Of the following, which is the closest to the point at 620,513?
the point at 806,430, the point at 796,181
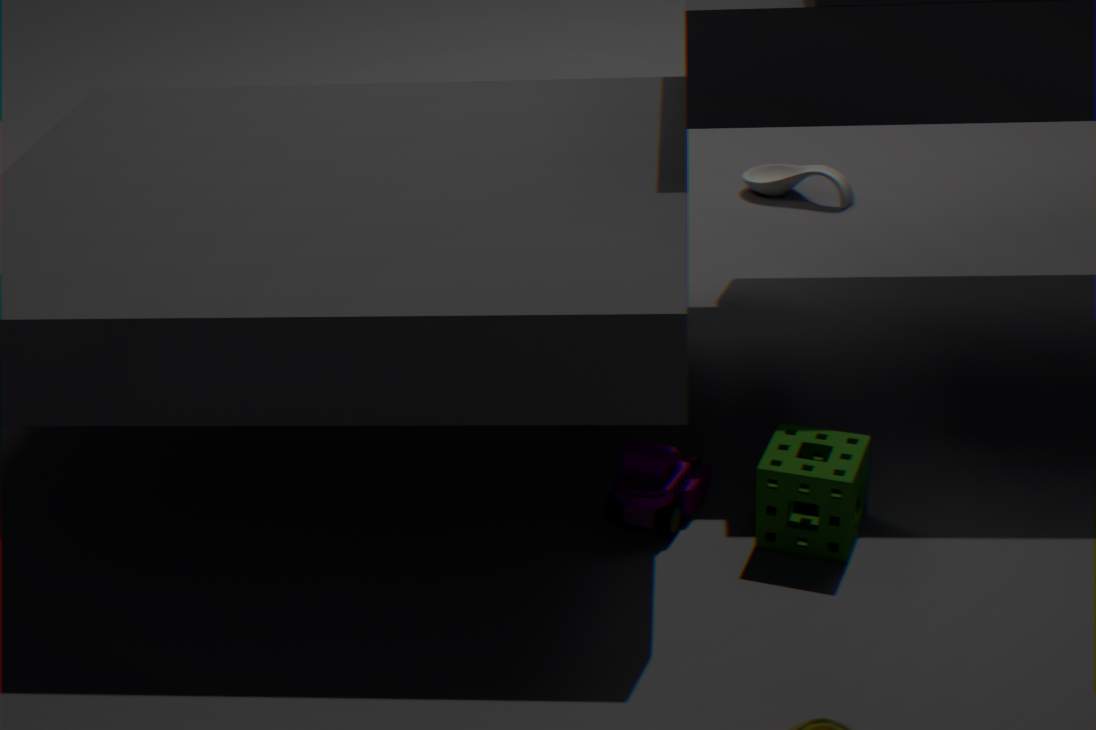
the point at 806,430
